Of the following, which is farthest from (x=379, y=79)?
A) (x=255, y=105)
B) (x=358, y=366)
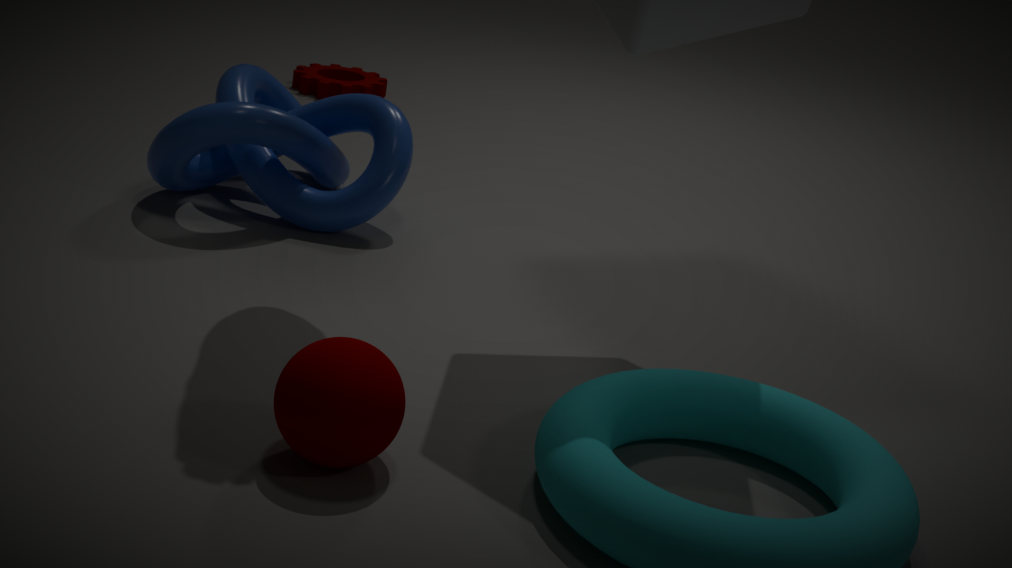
(x=358, y=366)
